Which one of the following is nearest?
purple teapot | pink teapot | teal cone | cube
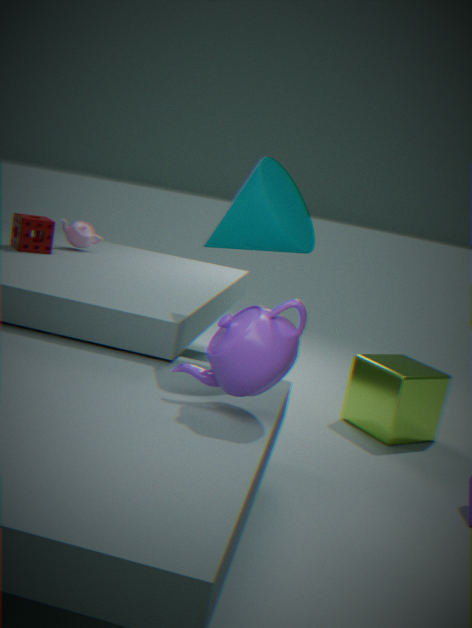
purple teapot
